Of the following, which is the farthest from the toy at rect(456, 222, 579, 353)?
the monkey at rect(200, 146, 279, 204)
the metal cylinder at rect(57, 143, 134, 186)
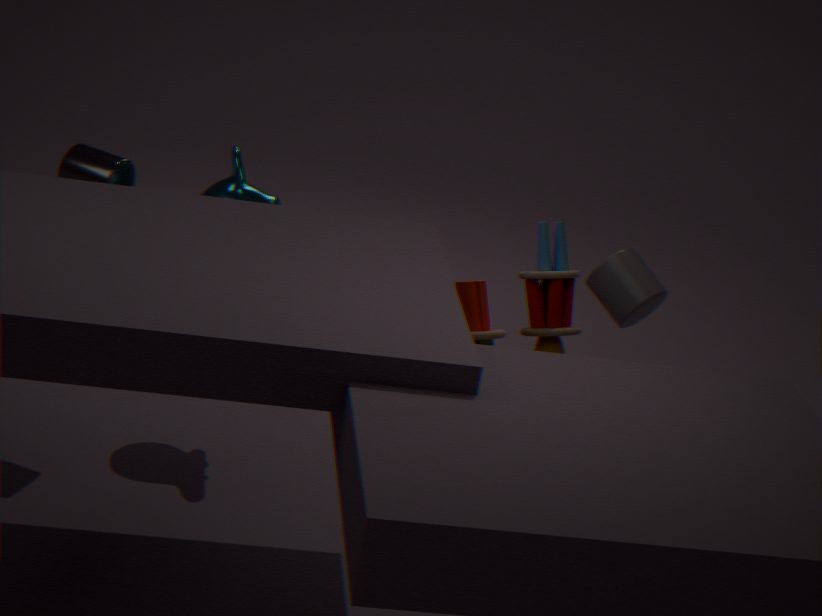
the metal cylinder at rect(57, 143, 134, 186)
